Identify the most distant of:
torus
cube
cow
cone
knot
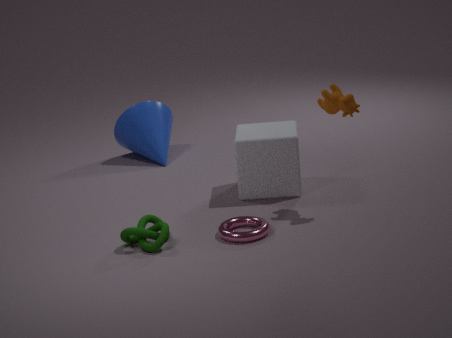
cone
